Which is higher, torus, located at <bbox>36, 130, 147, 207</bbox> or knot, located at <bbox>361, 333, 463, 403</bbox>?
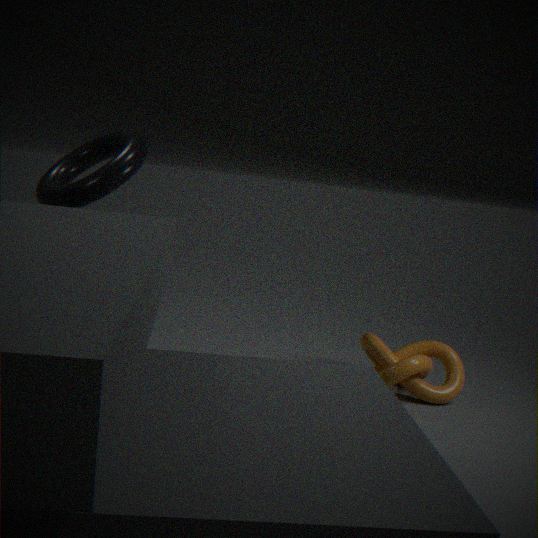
torus, located at <bbox>36, 130, 147, 207</bbox>
